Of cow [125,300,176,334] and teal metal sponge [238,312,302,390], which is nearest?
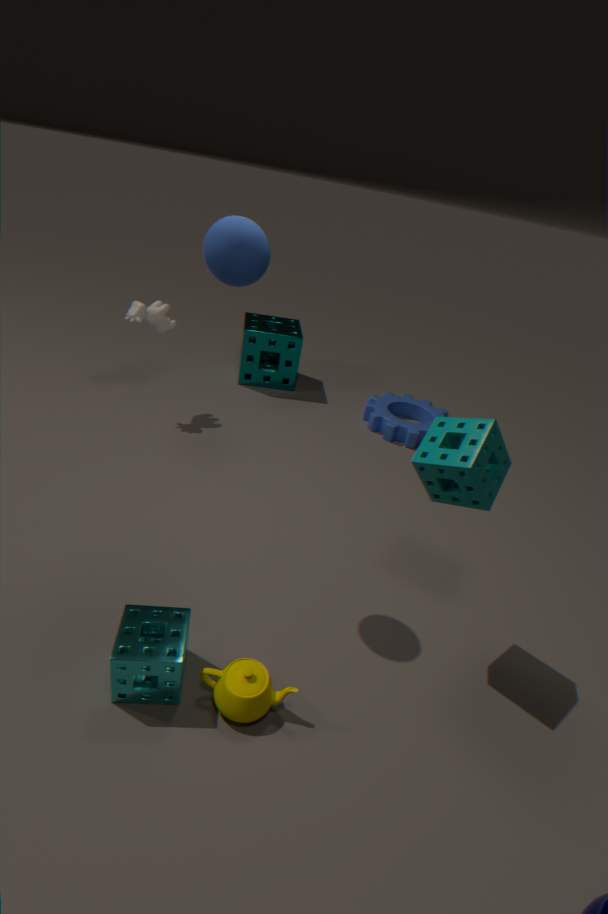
cow [125,300,176,334]
